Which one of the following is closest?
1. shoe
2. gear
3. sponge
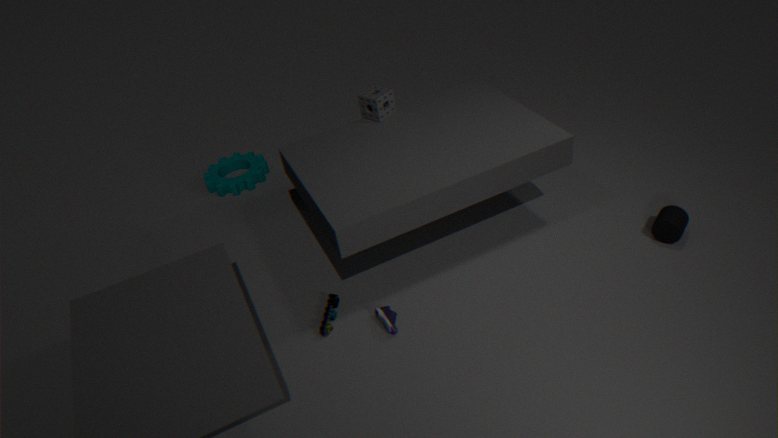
shoe
